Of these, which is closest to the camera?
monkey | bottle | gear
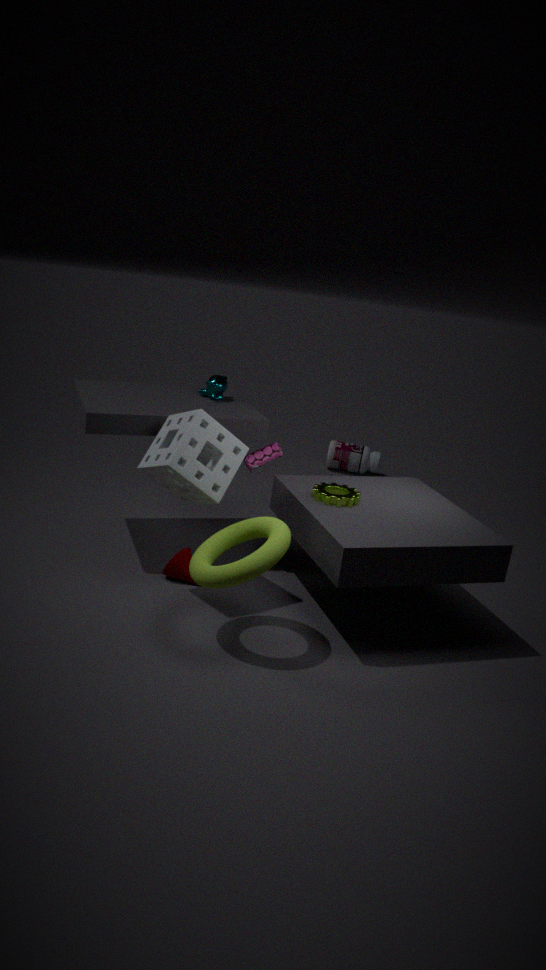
gear
